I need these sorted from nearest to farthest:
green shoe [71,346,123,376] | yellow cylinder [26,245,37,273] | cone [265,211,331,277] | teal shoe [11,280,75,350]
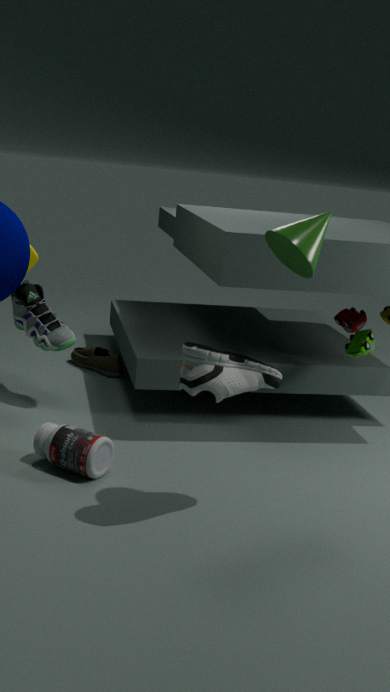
cone [265,211,331,277]
yellow cylinder [26,245,37,273]
teal shoe [11,280,75,350]
green shoe [71,346,123,376]
